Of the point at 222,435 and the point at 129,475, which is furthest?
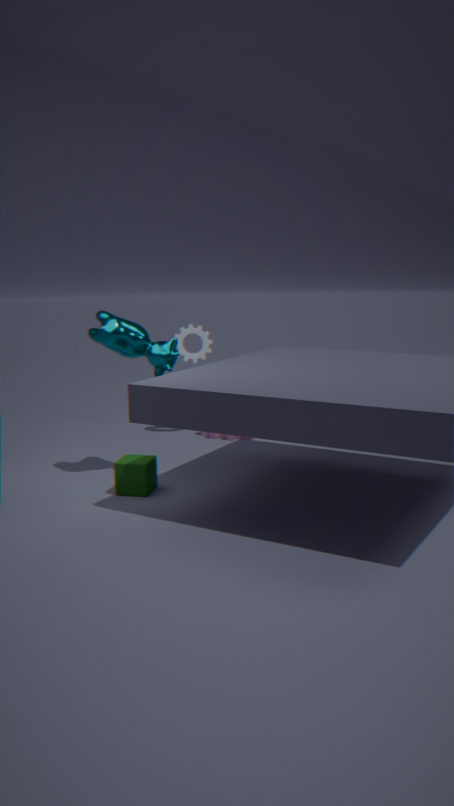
the point at 222,435
